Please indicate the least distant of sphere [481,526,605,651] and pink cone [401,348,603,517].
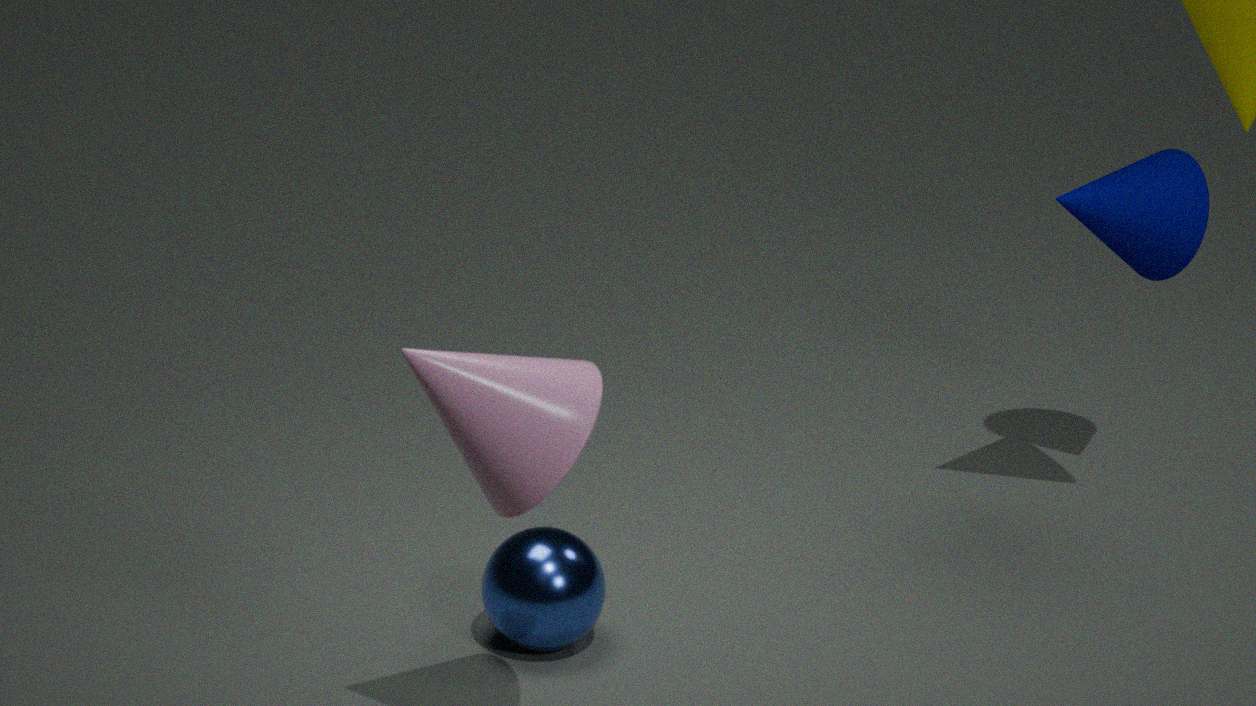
pink cone [401,348,603,517]
